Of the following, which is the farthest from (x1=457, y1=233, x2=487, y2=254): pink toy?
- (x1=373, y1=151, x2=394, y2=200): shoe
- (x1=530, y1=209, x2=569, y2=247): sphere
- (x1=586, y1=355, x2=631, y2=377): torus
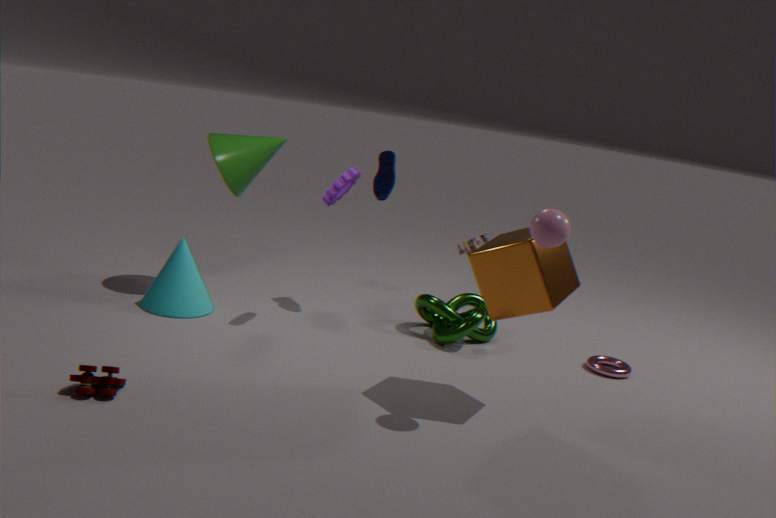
(x1=530, y1=209, x2=569, y2=247): sphere
